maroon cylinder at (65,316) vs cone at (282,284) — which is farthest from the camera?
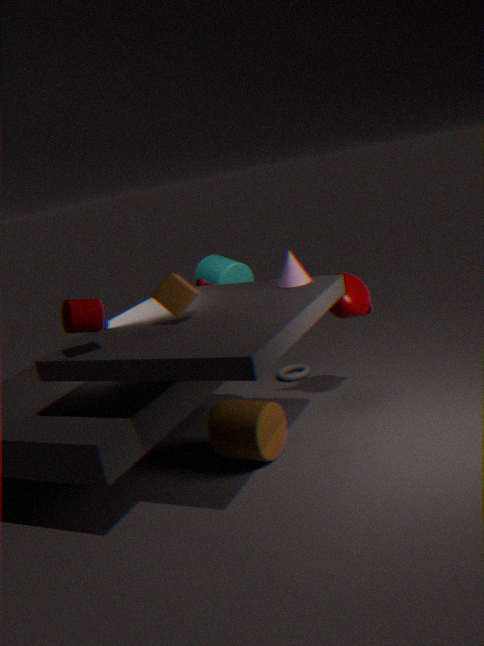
cone at (282,284)
